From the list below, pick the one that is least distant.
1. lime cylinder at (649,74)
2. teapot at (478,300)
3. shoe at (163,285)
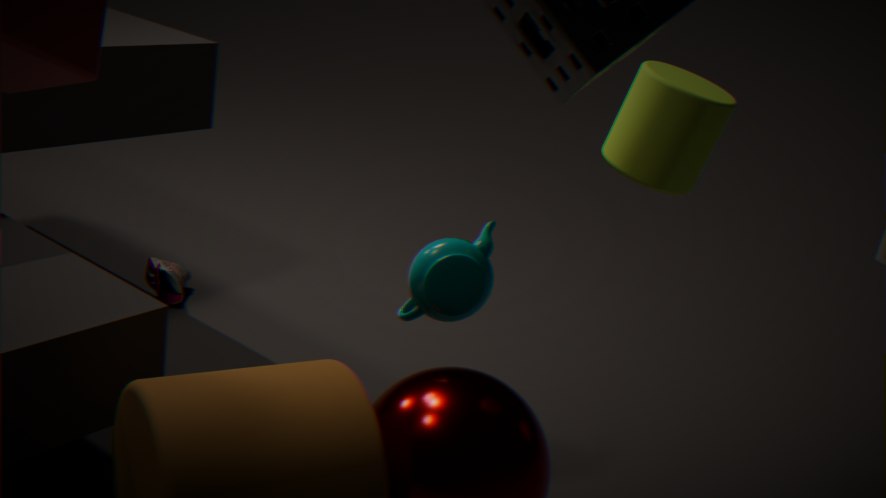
lime cylinder at (649,74)
